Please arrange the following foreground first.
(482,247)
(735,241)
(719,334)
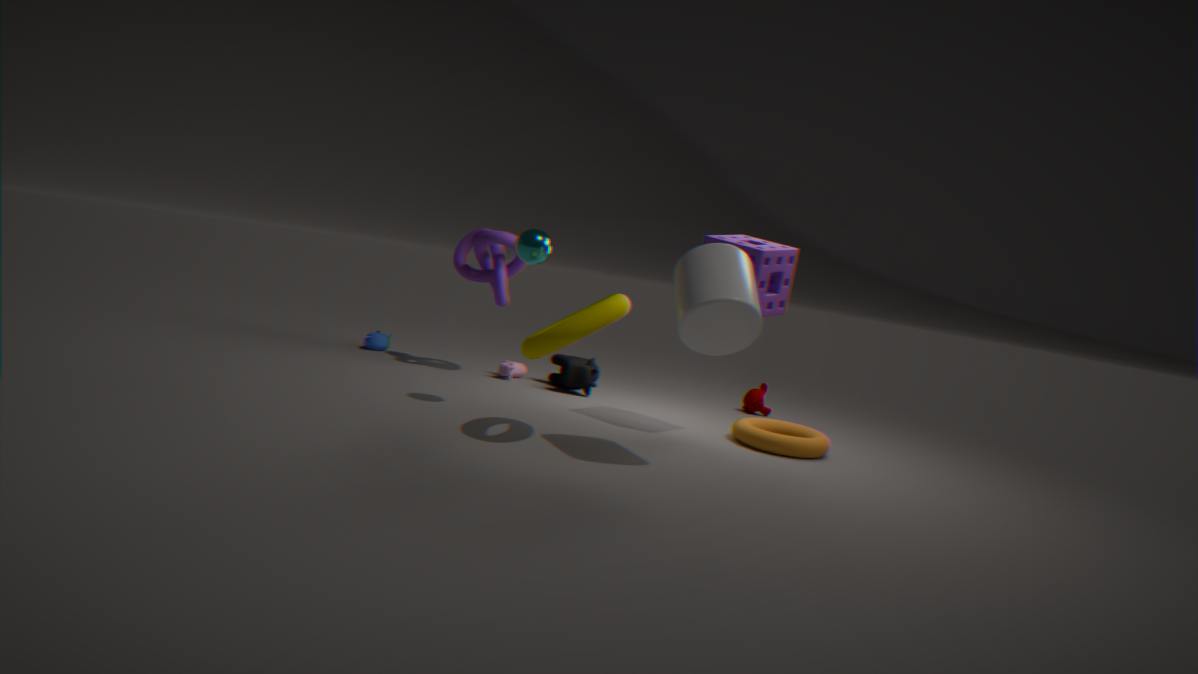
(719,334) → (735,241) → (482,247)
